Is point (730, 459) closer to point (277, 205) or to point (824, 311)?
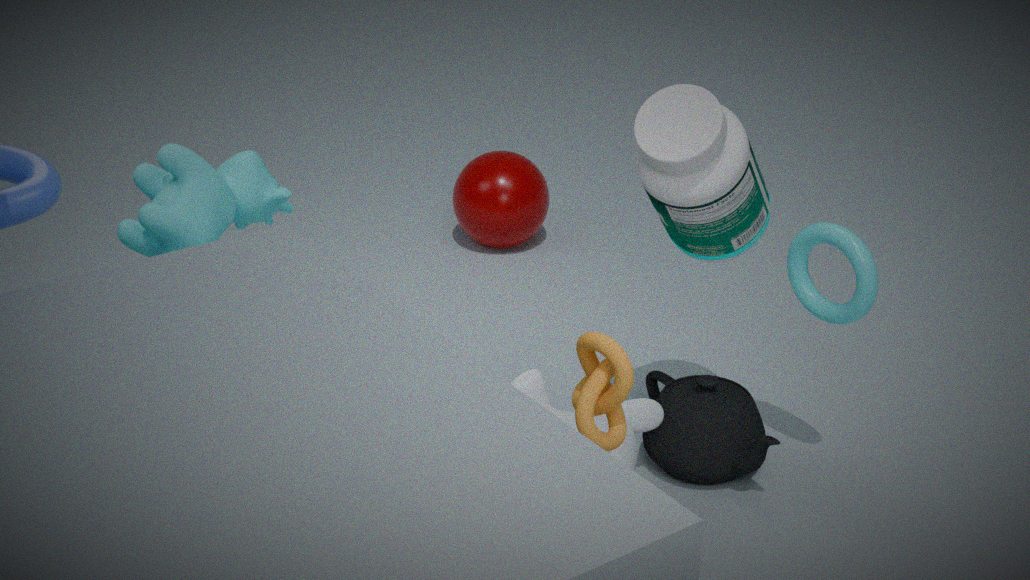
point (824, 311)
